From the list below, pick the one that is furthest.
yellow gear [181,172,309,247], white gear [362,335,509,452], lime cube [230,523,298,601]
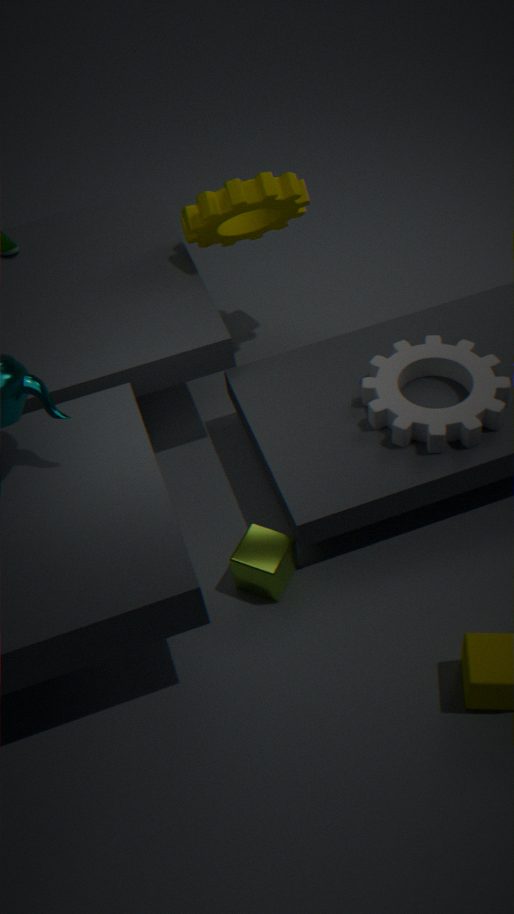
yellow gear [181,172,309,247]
